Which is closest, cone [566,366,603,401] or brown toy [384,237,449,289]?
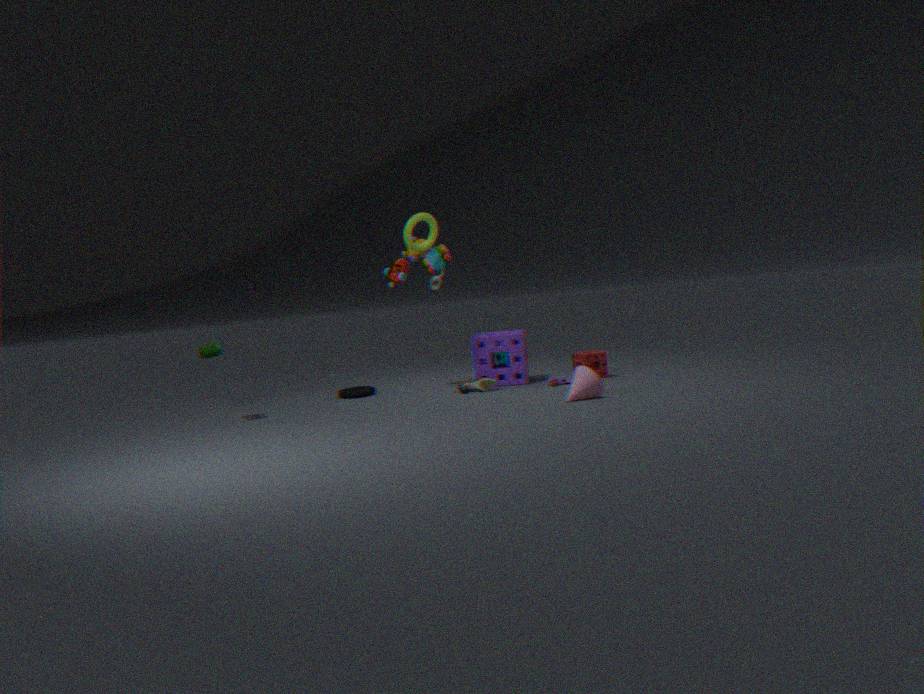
cone [566,366,603,401]
